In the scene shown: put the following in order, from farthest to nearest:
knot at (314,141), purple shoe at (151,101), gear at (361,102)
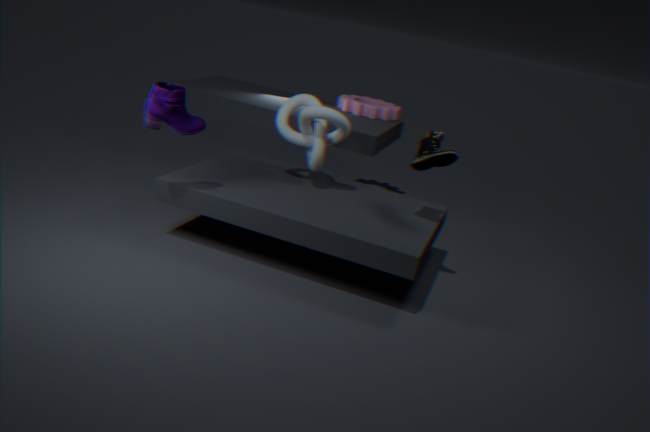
gear at (361,102), knot at (314,141), purple shoe at (151,101)
